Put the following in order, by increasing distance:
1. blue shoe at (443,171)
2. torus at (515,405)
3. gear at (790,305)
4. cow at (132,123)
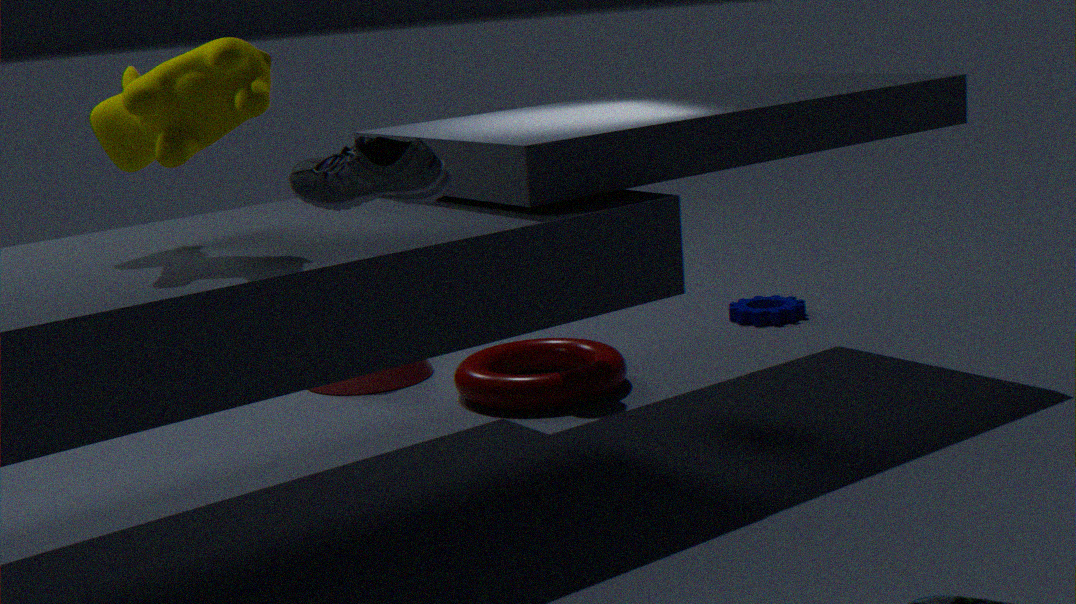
1. blue shoe at (443,171)
2. cow at (132,123)
3. torus at (515,405)
4. gear at (790,305)
